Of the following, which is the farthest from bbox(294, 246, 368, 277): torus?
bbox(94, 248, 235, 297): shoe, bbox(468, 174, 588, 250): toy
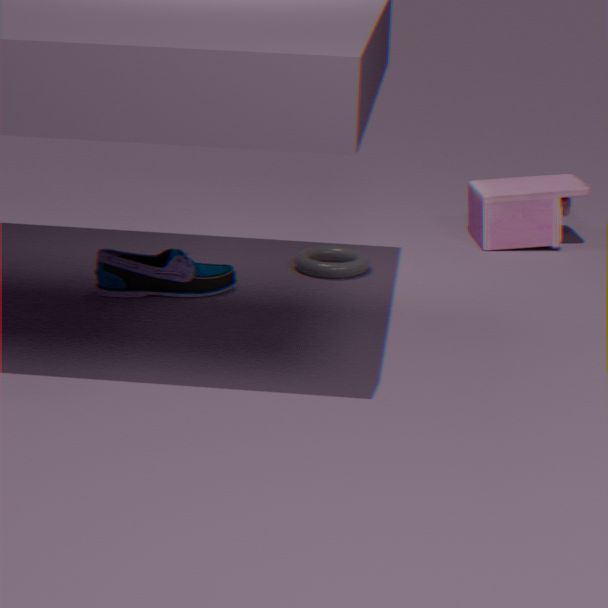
bbox(468, 174, 588, 250): toy
